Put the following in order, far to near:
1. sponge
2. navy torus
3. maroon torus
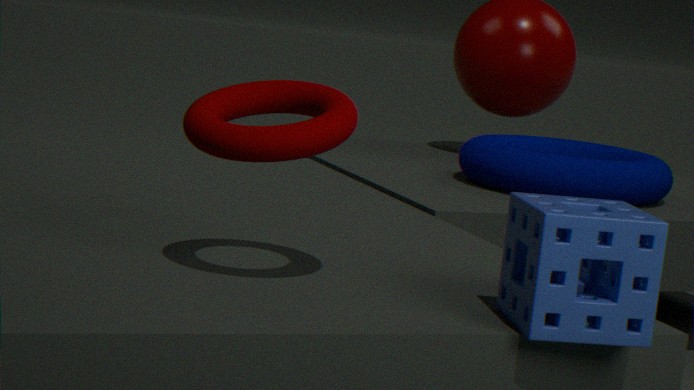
navy torus
maroon torus
sponge
